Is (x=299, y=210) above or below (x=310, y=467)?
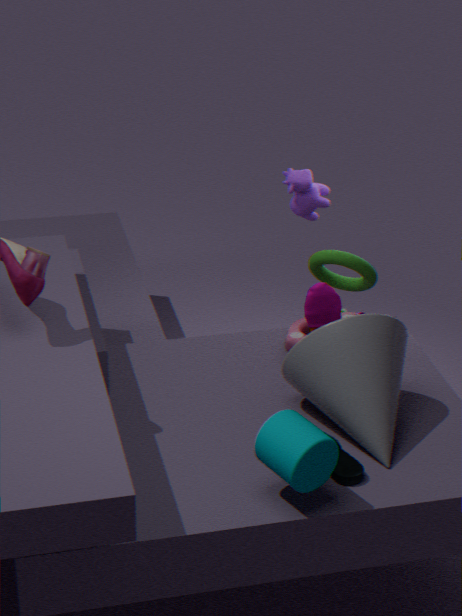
above
